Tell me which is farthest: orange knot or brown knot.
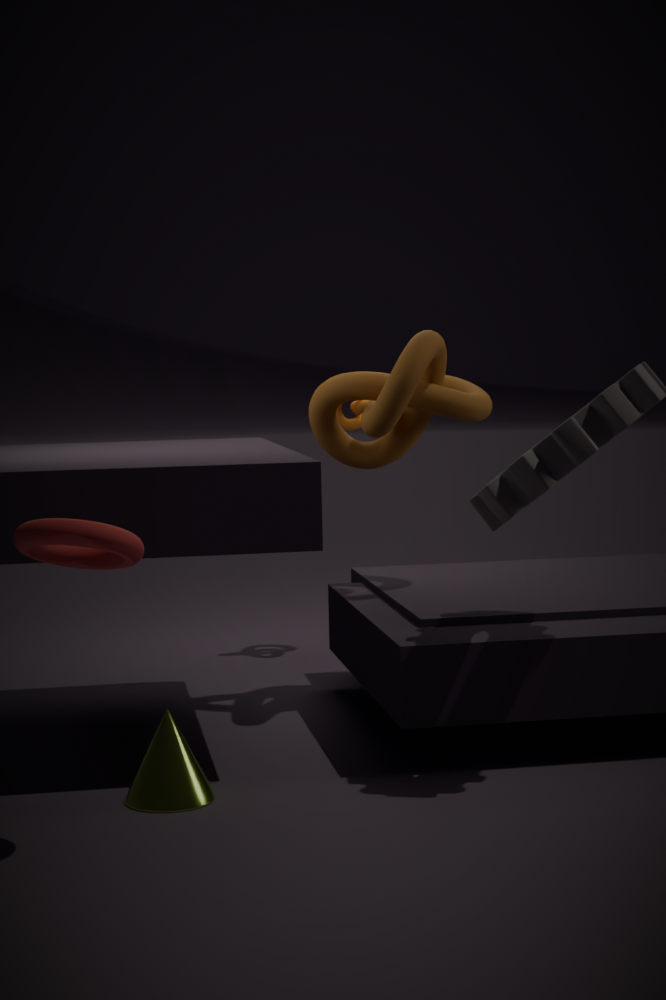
orange knot
